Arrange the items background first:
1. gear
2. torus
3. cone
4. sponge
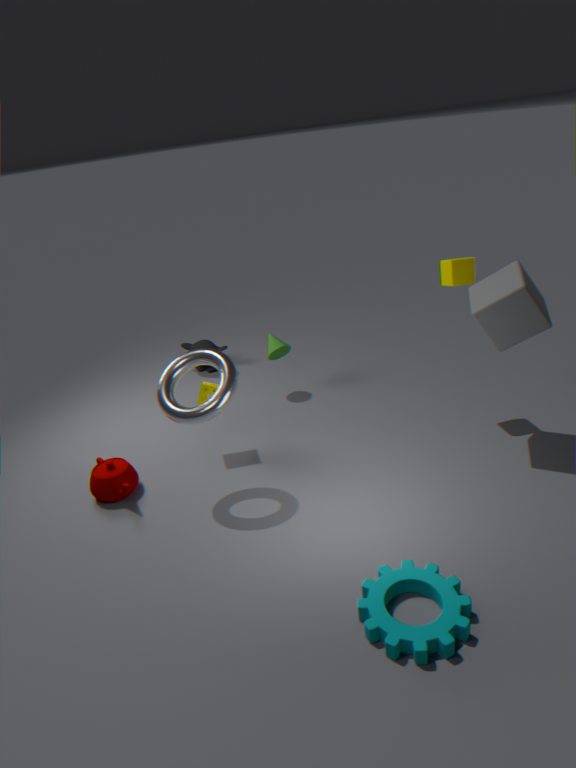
cone → sponge → torus → gear
